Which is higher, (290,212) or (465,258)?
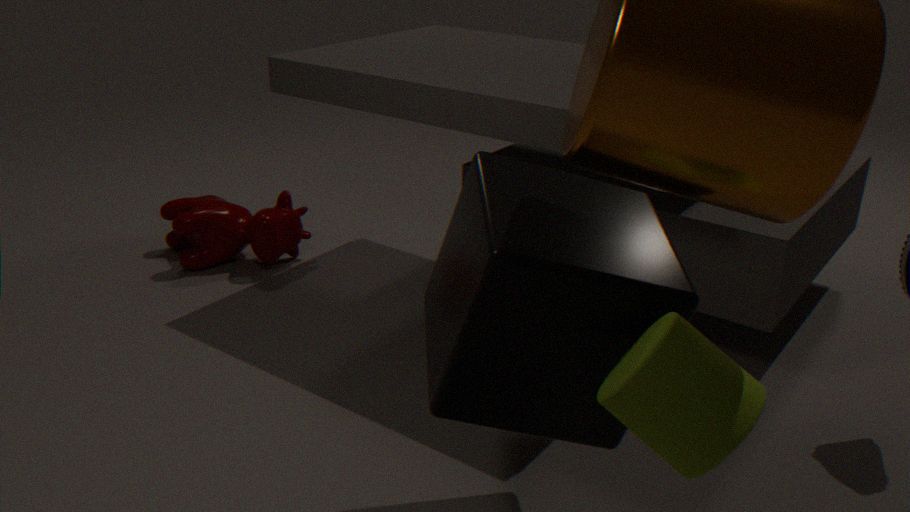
(465,258)
